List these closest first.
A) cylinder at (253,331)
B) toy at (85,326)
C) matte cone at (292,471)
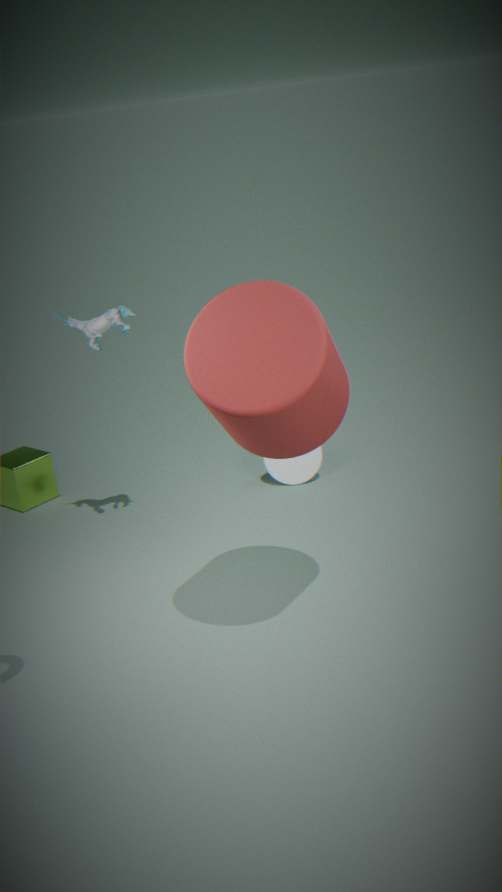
cylinder at (253,331)
toy at (85,326)
matte cone at (292,471)
